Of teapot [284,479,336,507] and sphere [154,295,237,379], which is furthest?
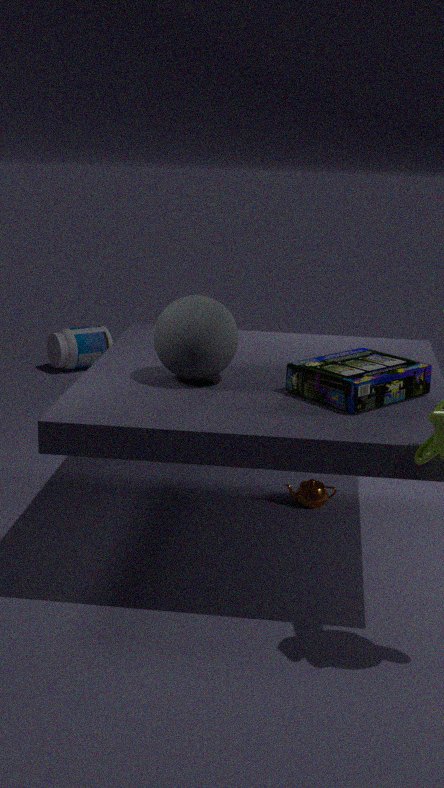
teapot [284,479,336,507]
